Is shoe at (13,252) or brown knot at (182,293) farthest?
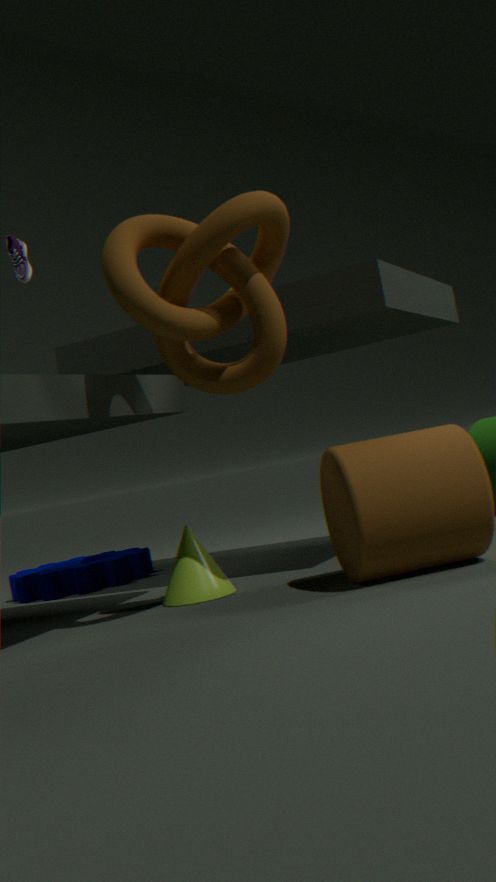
shoe at (13,252)
